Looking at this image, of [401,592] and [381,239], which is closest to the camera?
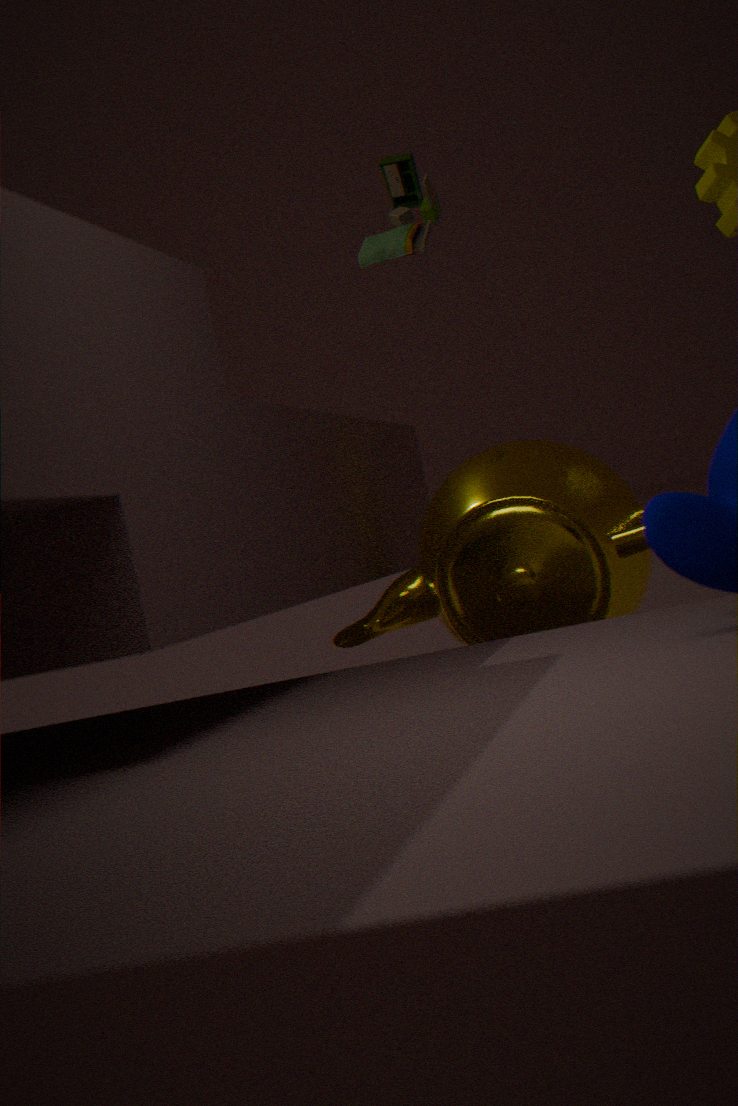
[401,592]
